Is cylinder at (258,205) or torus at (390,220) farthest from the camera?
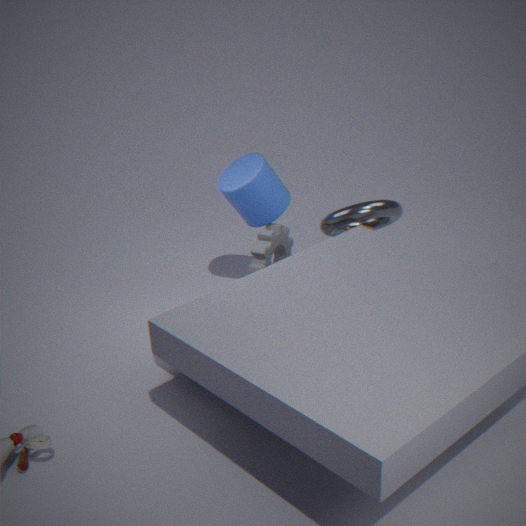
cylinder at (258,205)
